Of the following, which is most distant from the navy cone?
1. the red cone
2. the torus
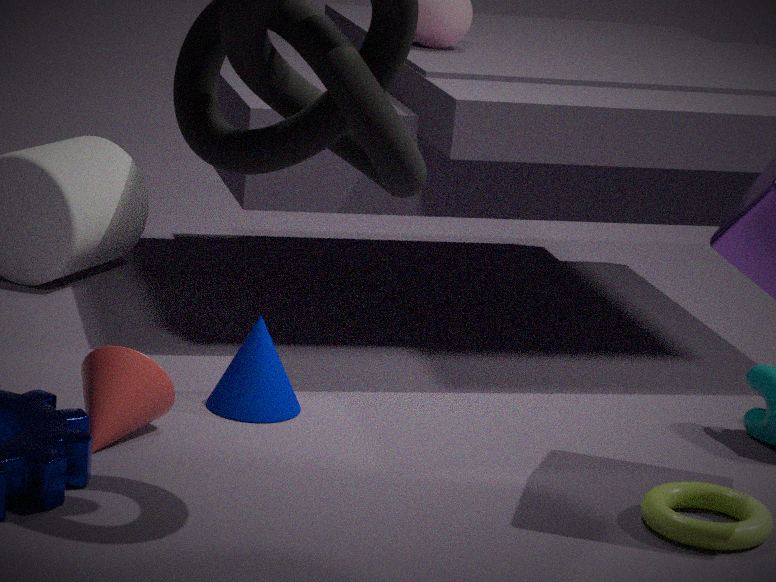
the torus
